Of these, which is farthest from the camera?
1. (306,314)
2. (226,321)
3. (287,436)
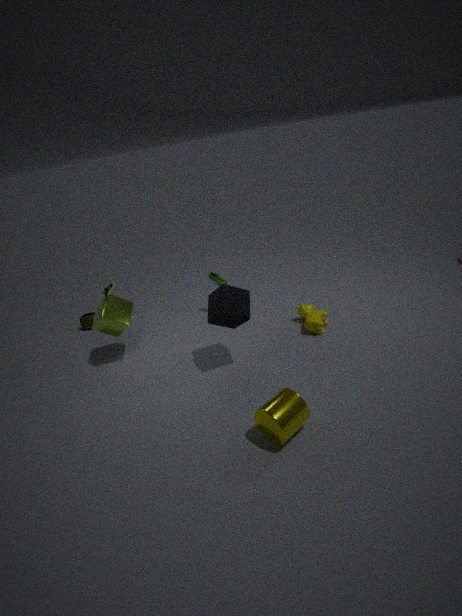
(306,314)
